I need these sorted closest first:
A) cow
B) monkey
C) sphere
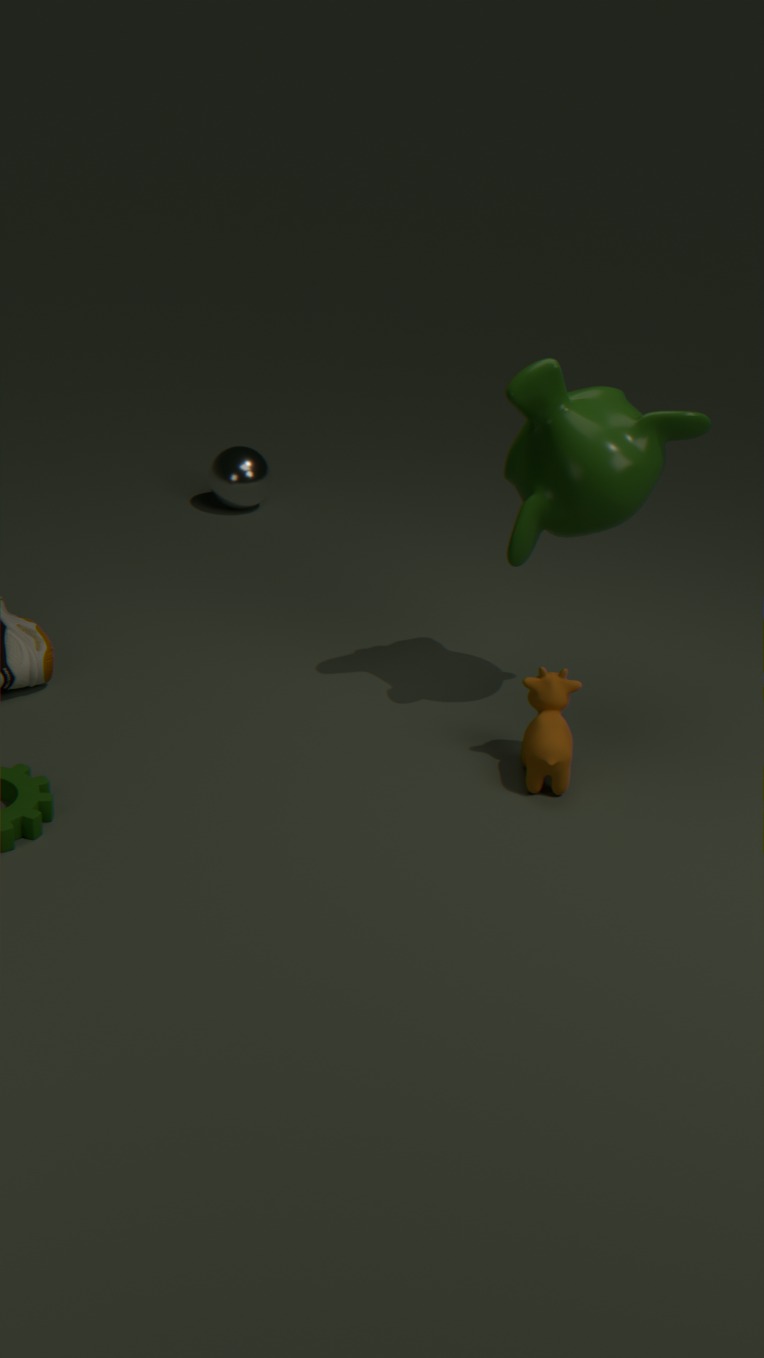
1. cow
2. monkey
3. sphere
